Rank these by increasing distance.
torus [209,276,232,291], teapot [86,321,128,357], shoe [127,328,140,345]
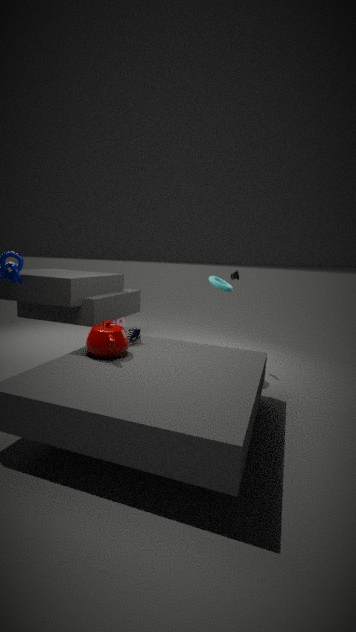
teapot [86,321,128,357] < shoe [127,328,140,345] < torus [209,276,232,291]
